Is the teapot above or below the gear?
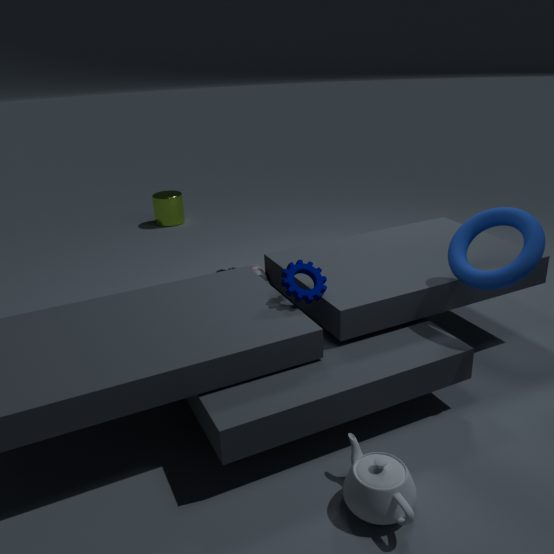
below
